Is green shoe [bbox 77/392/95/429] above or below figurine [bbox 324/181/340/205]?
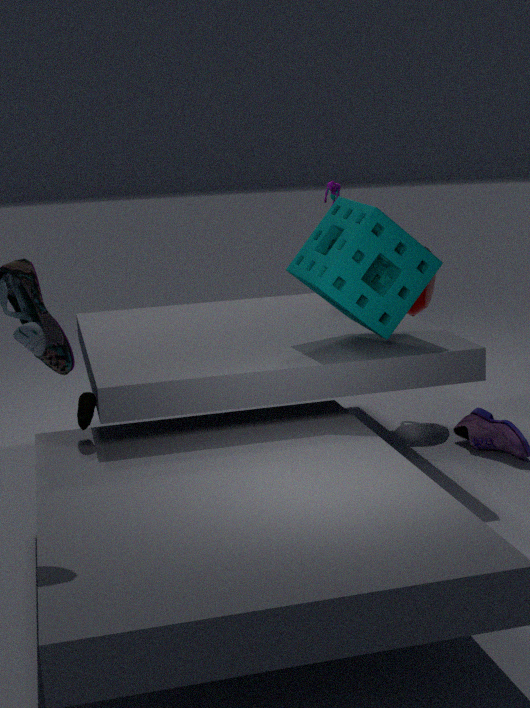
below
